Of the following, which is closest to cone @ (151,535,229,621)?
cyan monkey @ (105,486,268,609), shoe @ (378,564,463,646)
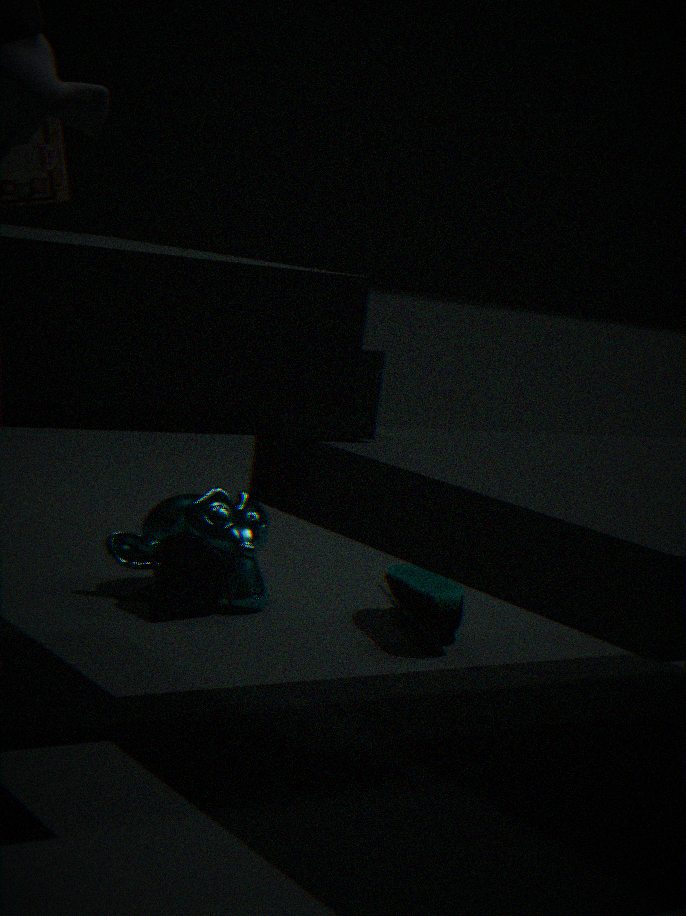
cyan monkey @ (105,486,268,609)
